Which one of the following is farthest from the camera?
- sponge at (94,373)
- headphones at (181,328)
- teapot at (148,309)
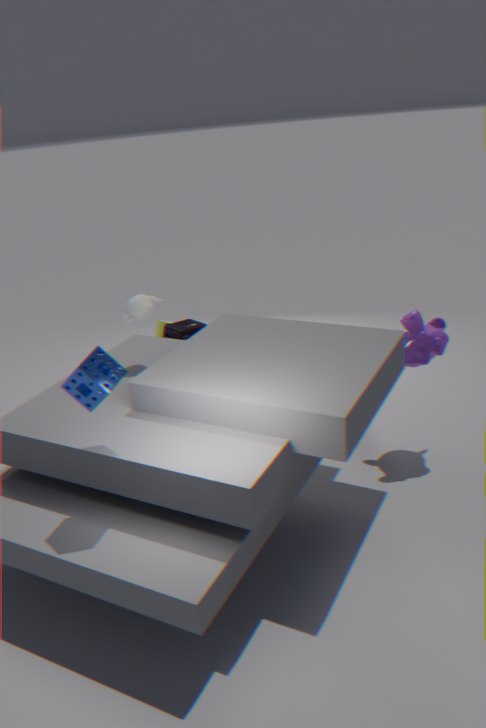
headphones at (181,328)
